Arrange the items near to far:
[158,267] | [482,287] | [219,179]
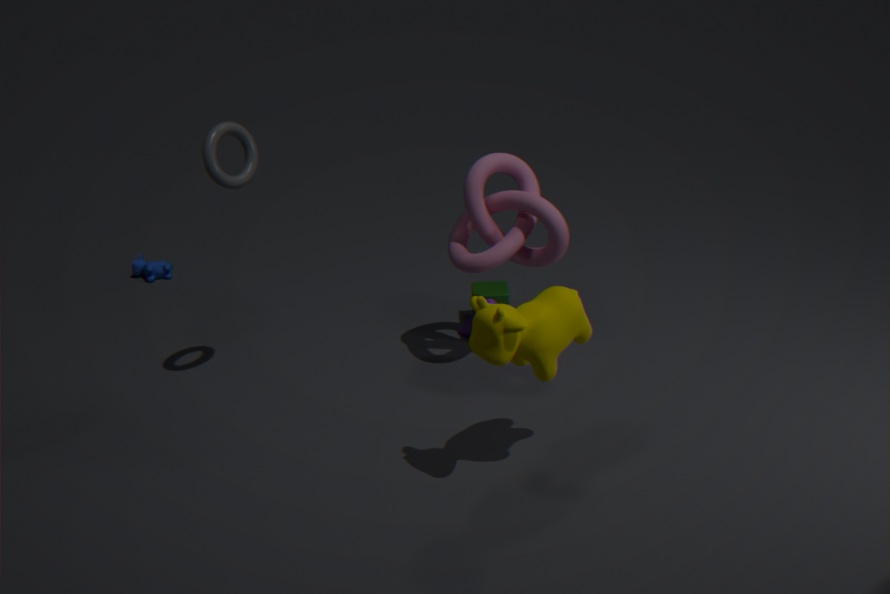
[219,179]
[482,287]
[158,267]
